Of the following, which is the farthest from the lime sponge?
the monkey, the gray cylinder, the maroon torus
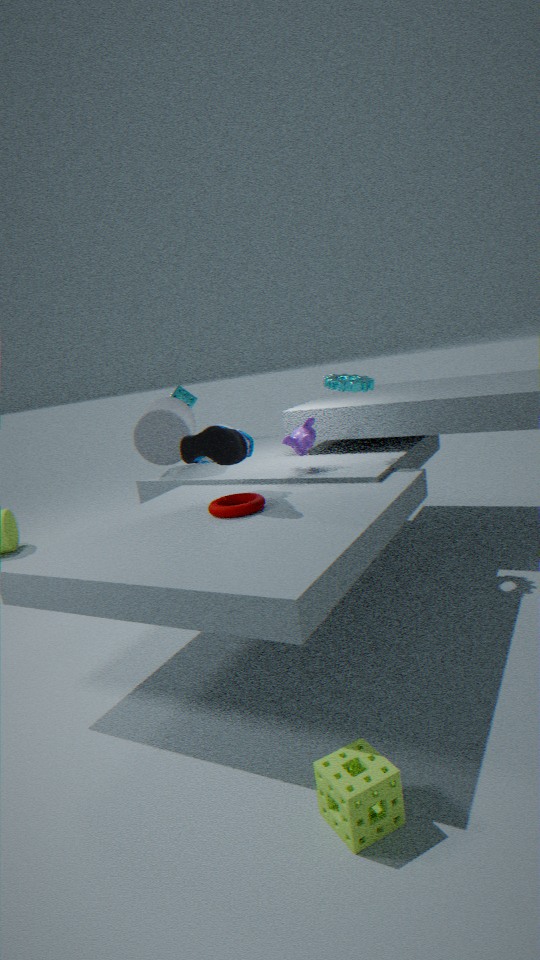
the gray cylinder
